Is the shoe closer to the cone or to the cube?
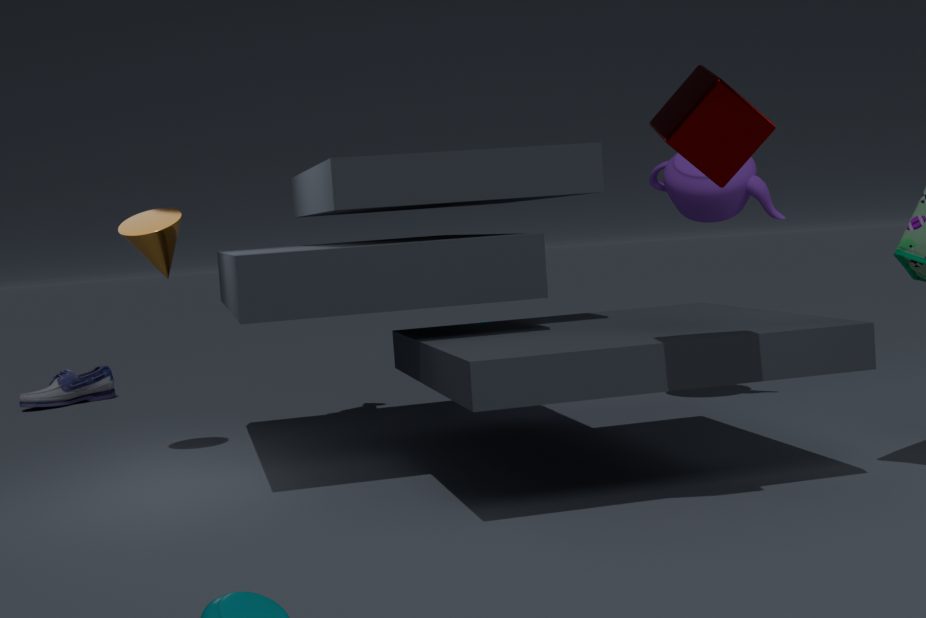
the cone
